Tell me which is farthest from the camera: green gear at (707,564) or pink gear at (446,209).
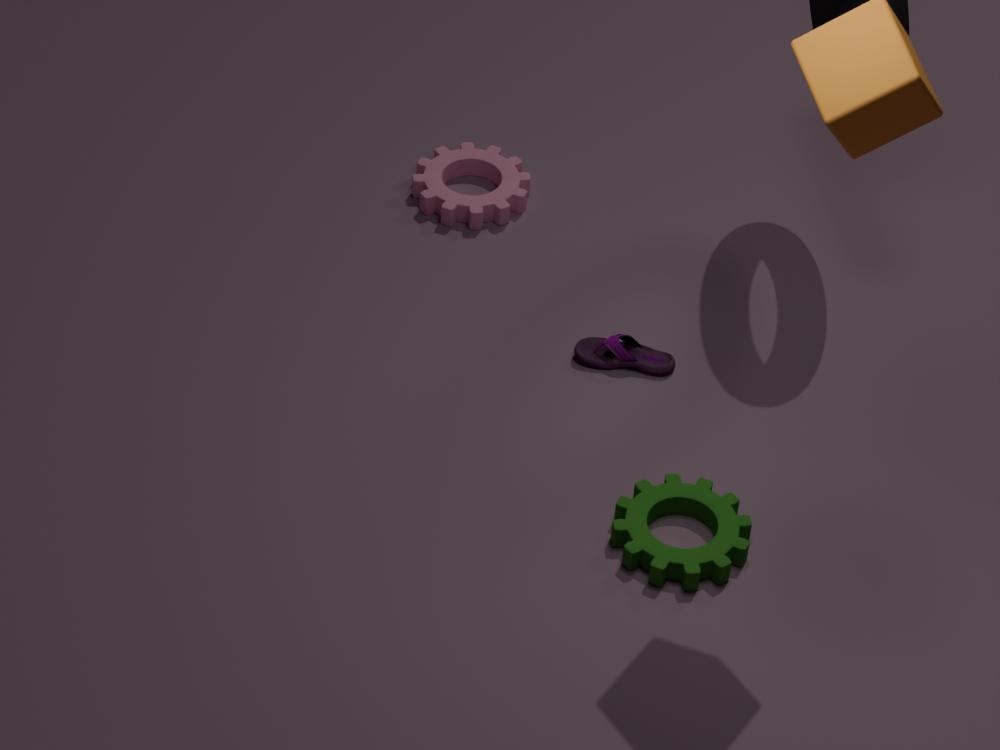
pink gear at (446,209)
